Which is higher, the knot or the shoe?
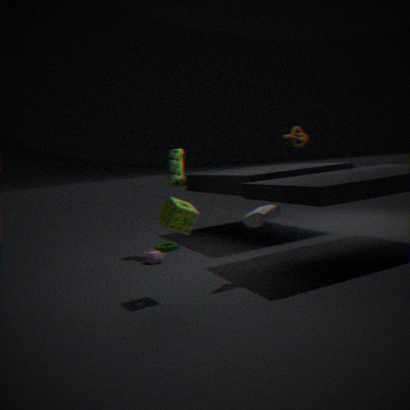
the knot
